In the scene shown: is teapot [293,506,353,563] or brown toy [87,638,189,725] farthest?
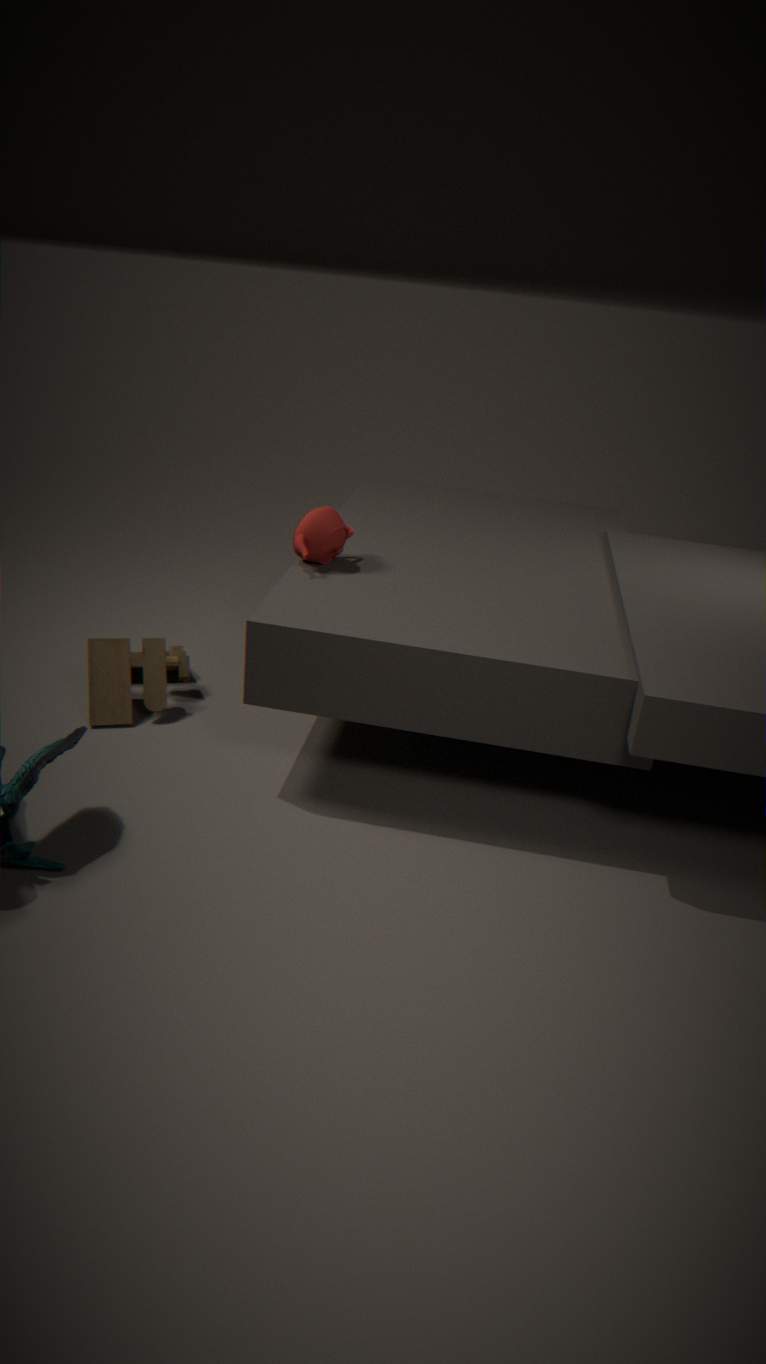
brown toy [87,638,189,725]
